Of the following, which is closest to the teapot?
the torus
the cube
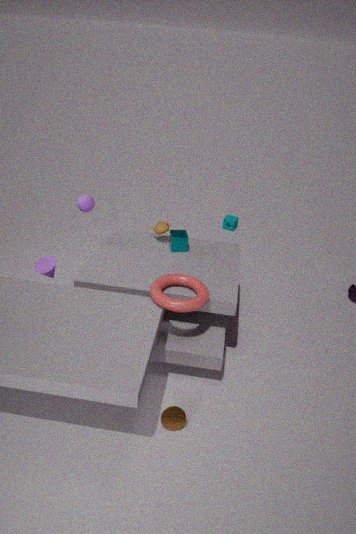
the cube
